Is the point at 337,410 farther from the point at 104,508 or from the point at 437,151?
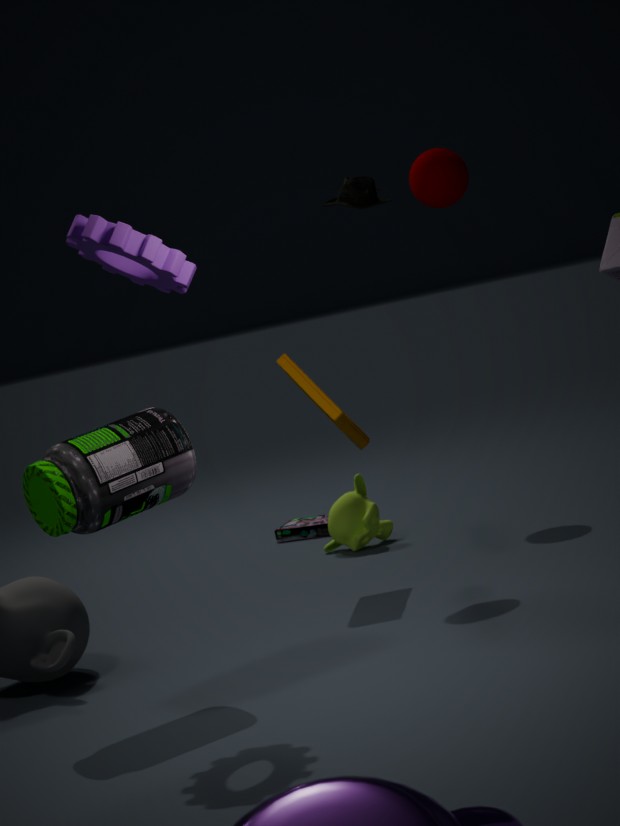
the point at 437,151
